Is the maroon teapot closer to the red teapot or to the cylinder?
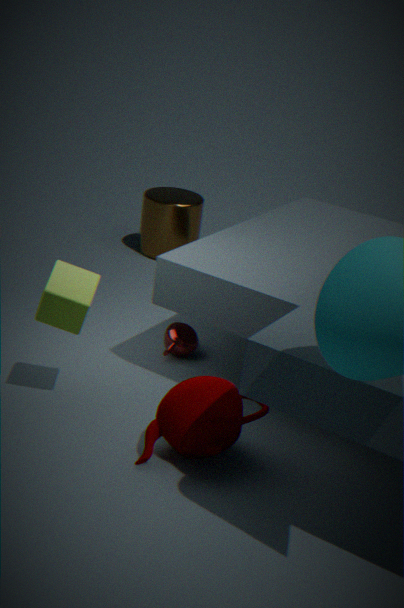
the red teapot
